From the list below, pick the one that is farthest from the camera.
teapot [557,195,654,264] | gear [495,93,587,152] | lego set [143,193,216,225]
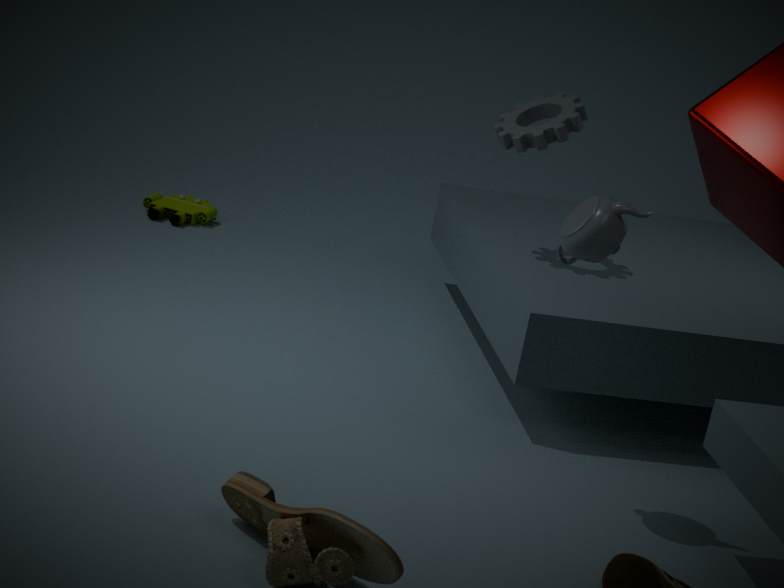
lego set [143,193,216,225]
